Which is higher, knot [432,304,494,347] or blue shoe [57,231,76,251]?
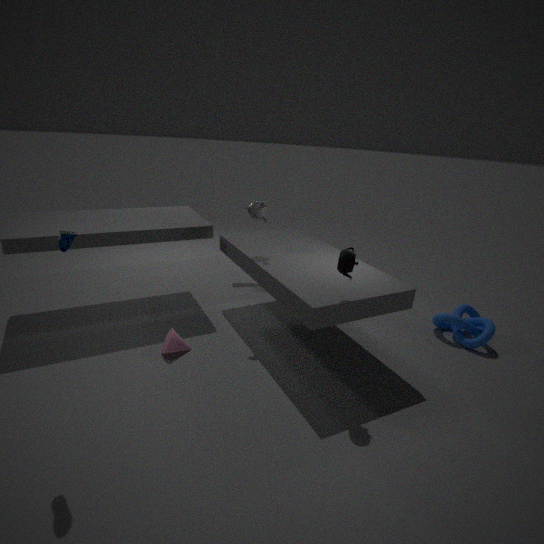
blue shoe [57,231,76,251]
